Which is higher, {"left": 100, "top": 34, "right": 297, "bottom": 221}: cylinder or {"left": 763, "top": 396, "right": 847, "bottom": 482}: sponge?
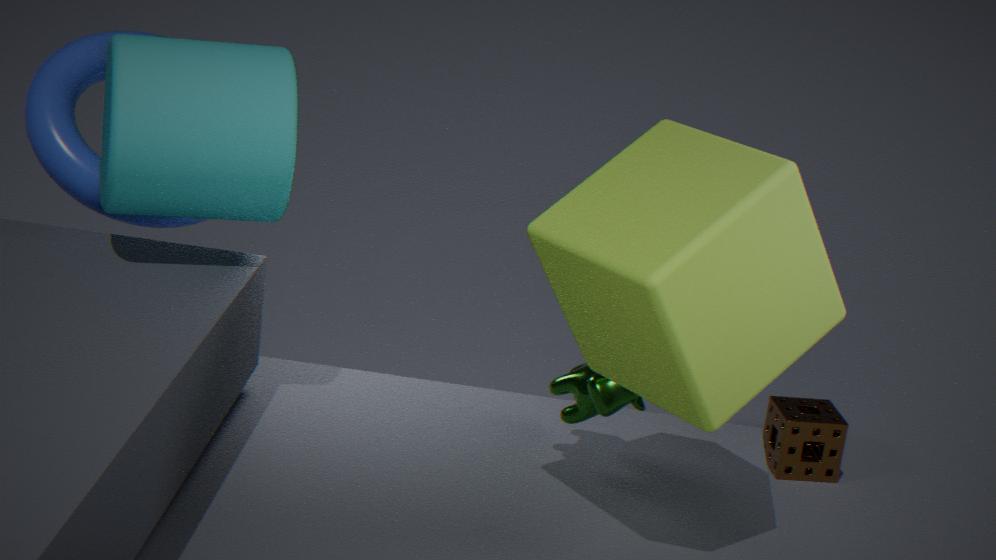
{"left": 100, "top": 34, "right": 297, "bottom": 221}: cylinder
